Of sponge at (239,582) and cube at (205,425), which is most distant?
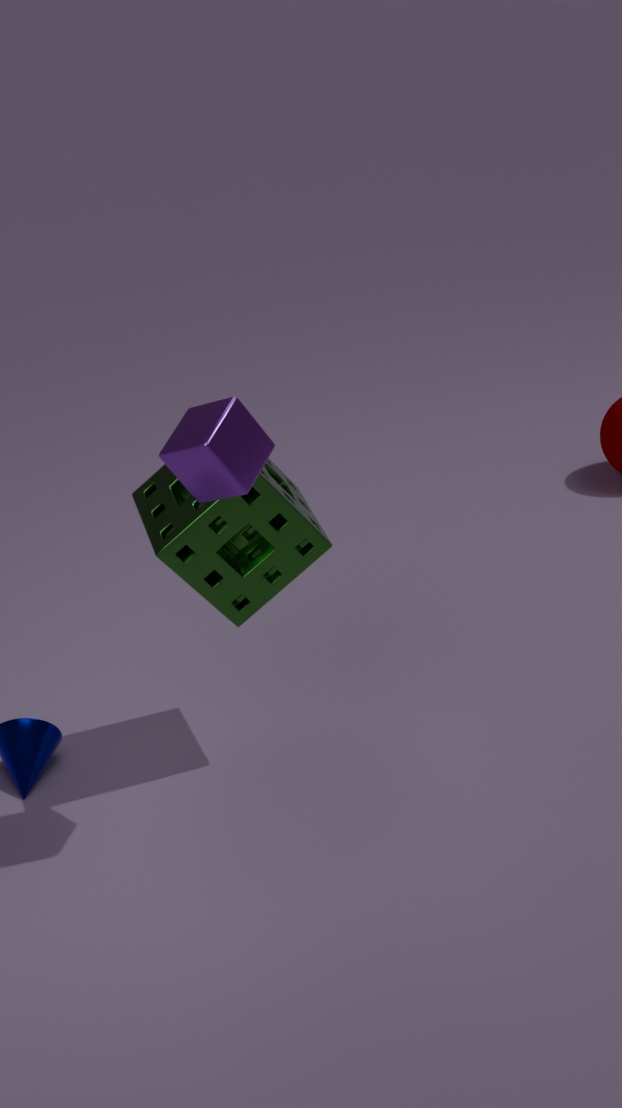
sponge at (239,582)
